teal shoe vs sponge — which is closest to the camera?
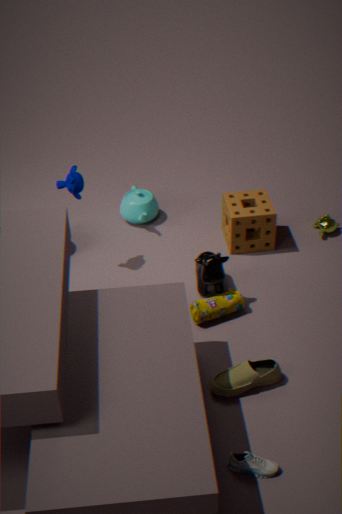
teal shoe
